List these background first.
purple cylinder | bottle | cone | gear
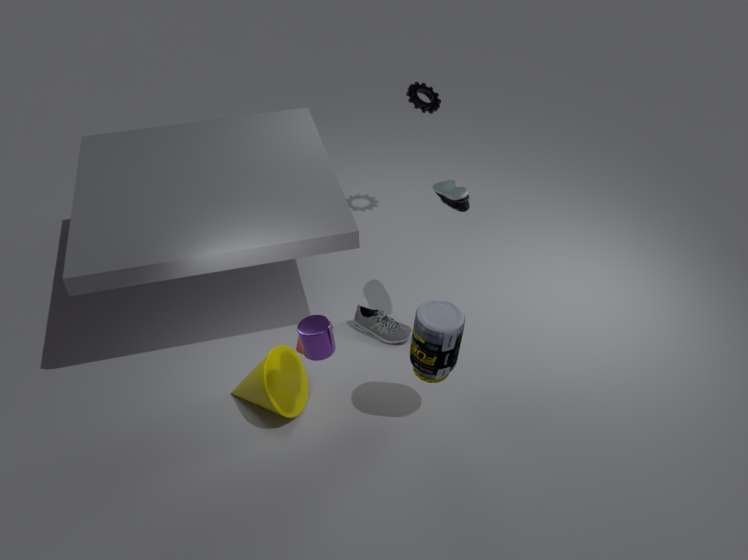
1. gear
2. cone
3. bottle
4. purple cylinder
